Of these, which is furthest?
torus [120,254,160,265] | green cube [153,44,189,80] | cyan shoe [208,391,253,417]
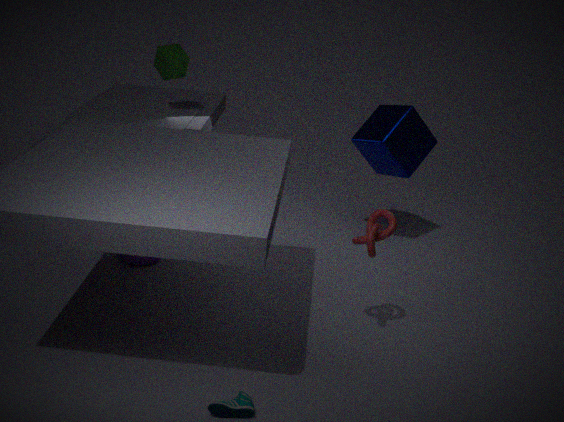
green cube [153,44,189,80]
